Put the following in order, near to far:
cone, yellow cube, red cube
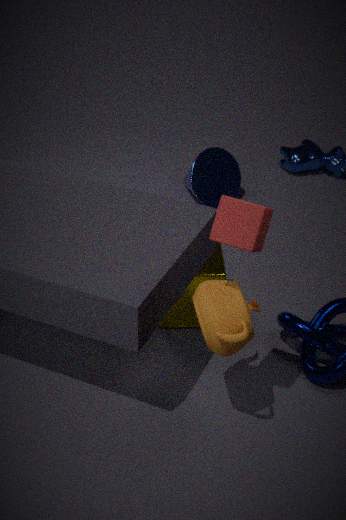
red cube → yellow cube → cone
